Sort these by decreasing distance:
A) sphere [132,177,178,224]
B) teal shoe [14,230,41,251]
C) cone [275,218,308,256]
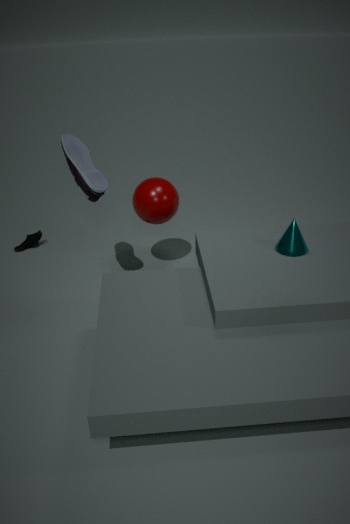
teal shoe [14,230,41,251], sphere [132,177,178,224], cone [275,218,308,256]
